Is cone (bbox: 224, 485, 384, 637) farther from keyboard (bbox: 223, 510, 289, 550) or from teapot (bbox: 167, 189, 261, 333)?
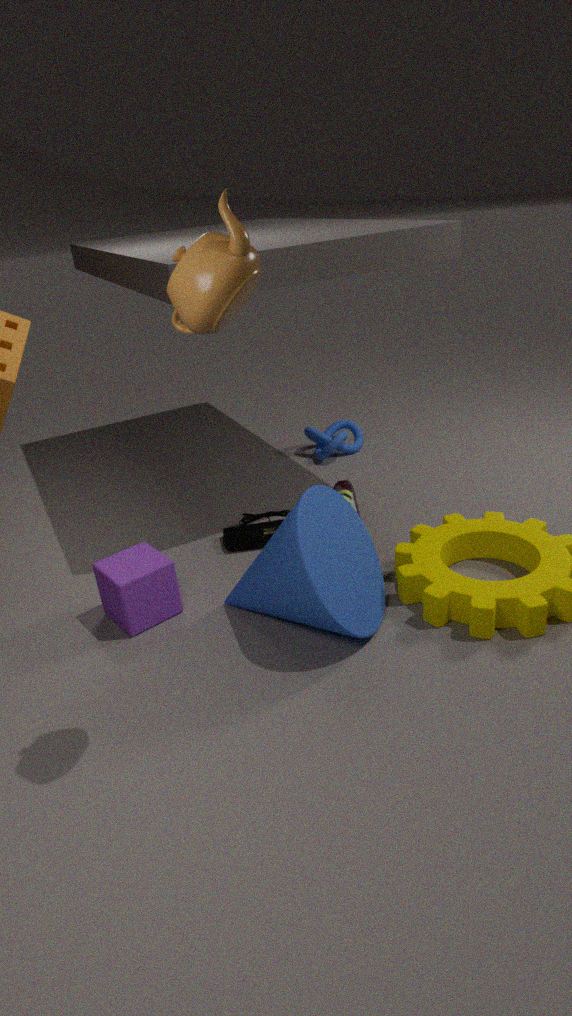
teapot (bbox: 167, 189, 261, 333)
